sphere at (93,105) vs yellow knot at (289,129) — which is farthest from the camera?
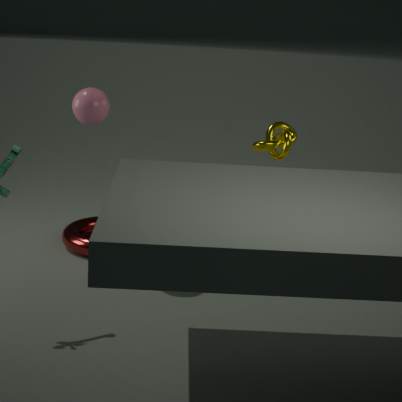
yellow knot at (289,129)
